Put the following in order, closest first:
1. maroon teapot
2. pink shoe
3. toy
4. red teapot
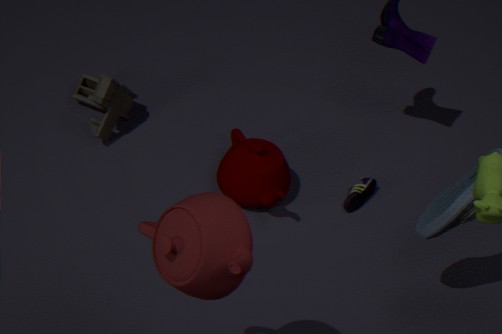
1. red teapot
2. maroon teapot
3. pink shoe
4. toy
